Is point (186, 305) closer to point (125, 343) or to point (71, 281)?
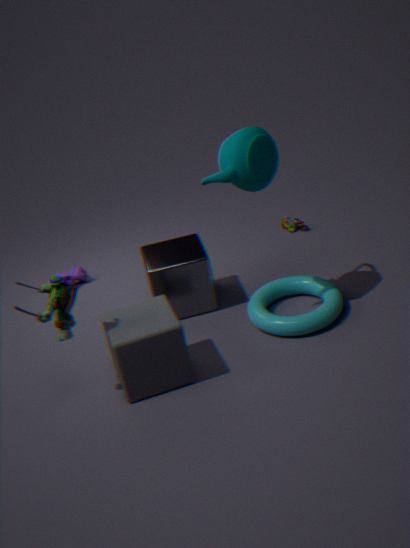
point (125, 343)
